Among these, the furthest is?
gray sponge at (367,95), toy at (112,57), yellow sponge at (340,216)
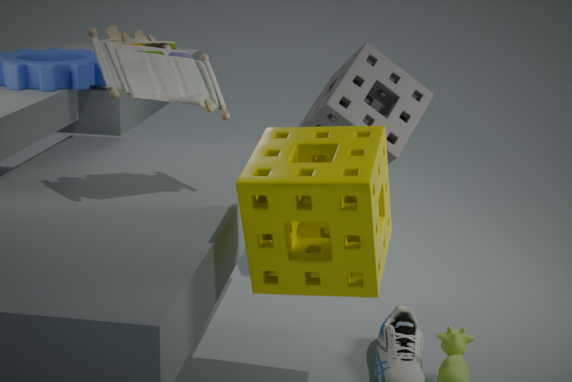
gray sponge at (367,95)
